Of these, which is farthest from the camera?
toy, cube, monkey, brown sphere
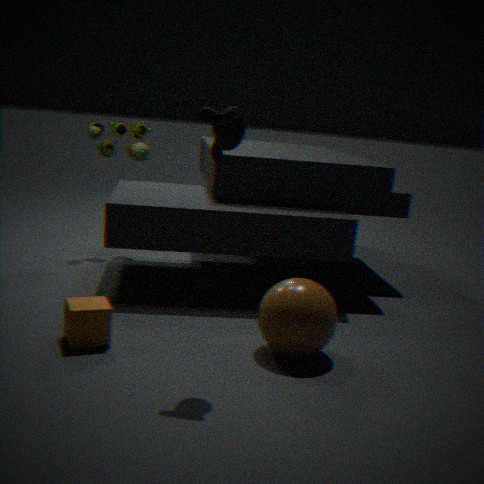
toy
